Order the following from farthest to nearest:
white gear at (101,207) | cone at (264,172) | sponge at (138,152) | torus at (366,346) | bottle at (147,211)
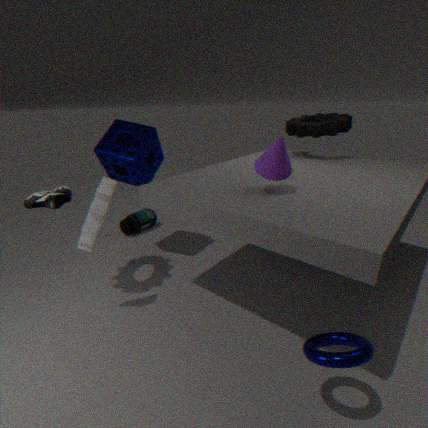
1. bottle at (147,211)
2. sponge at (138,152)
3. white gear at (101,207)
4. cone at (264,172)
5. torus at (366,346)
